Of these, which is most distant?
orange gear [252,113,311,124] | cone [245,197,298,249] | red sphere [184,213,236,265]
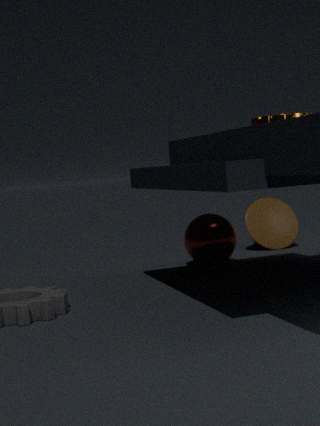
cone [245,197,298,249]
